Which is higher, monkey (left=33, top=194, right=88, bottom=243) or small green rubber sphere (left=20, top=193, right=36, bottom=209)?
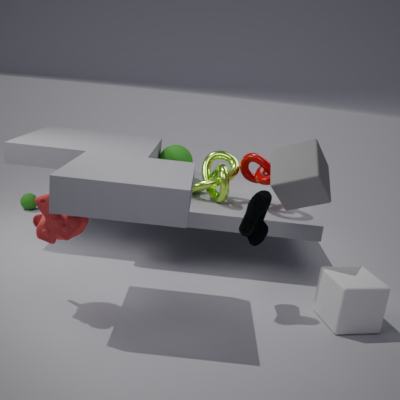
monkey (left=33, top=194, right=88, bottom=243)
